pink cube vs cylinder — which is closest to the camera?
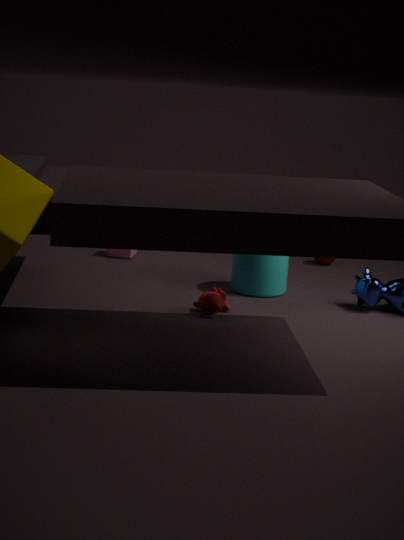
cylinder
